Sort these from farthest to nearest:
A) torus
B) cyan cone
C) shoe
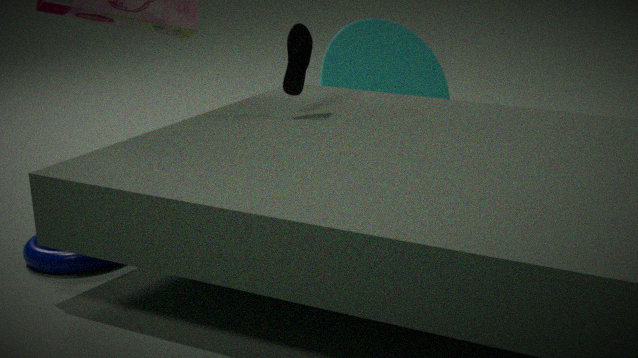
cyan cone → shoe → torus
